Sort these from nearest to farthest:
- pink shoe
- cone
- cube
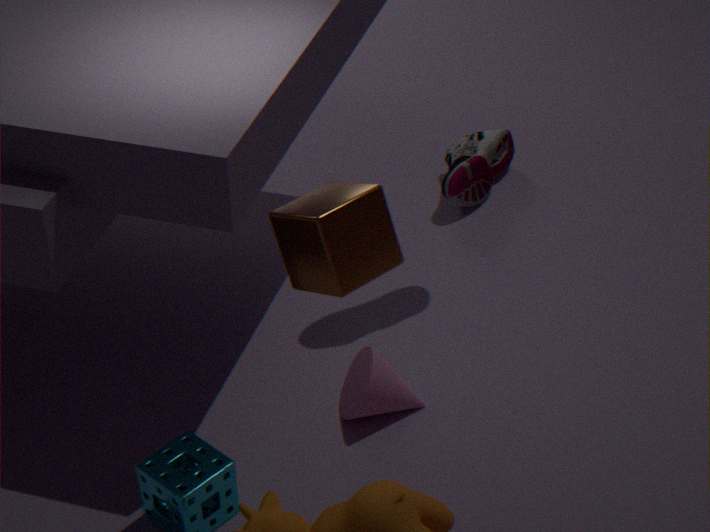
1. cube
2. cone
3. pink shoe
